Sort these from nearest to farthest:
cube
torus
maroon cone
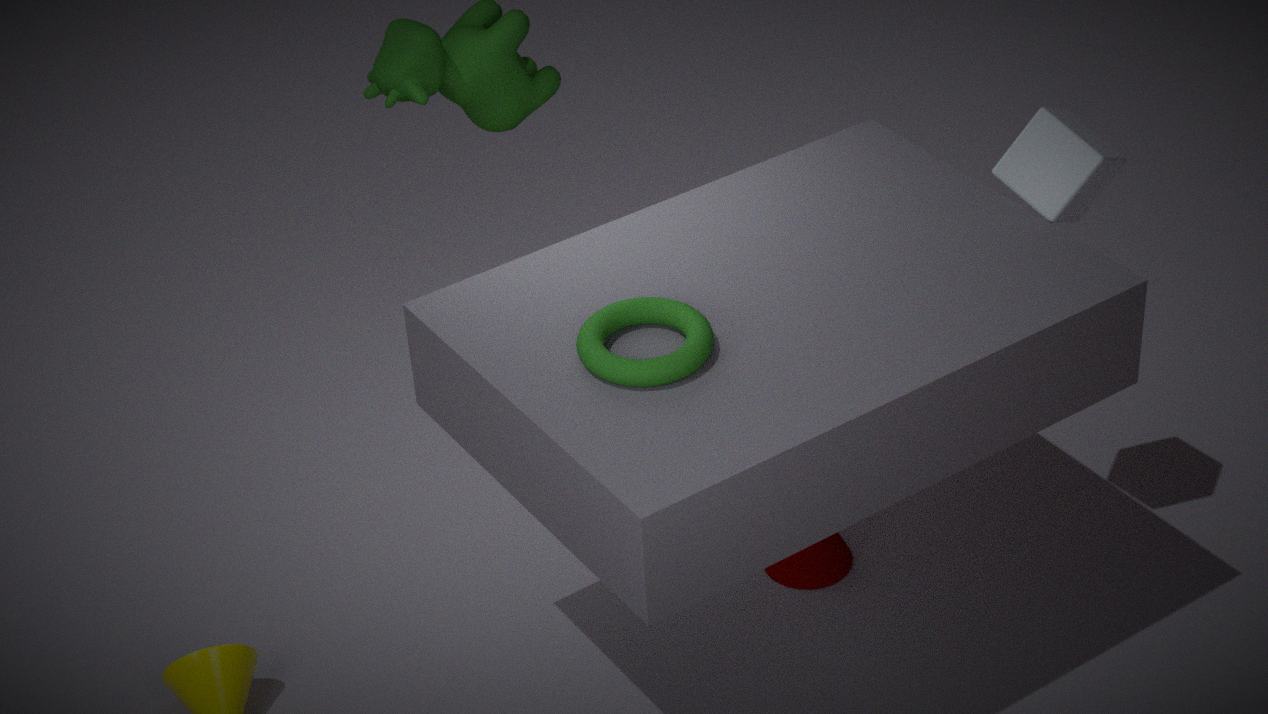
1. torus
2. cube
3. maroon cone
